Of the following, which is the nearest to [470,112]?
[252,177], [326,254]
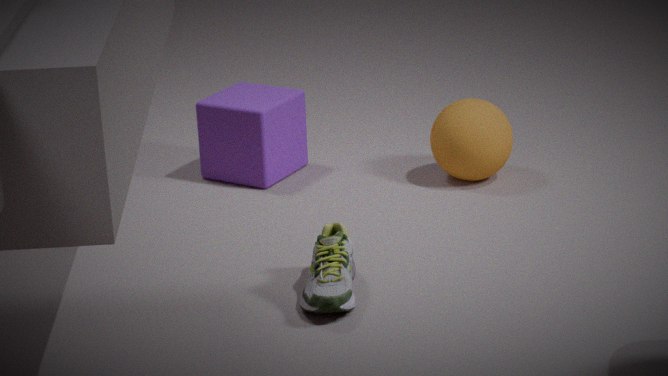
[252,177]
